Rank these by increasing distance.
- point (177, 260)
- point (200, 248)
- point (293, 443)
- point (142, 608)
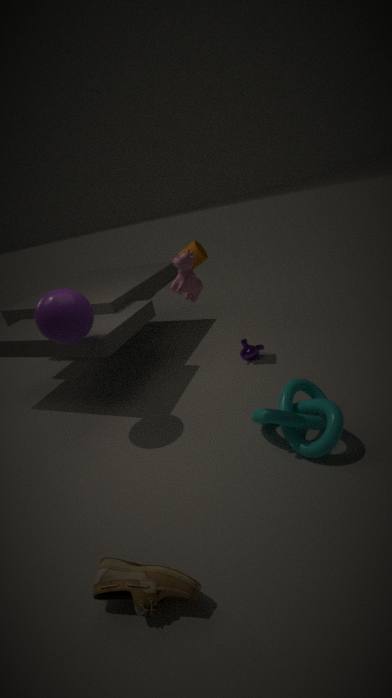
point (142, 608) < point (177, 260) < point (293, 443) < point (200, 248)
